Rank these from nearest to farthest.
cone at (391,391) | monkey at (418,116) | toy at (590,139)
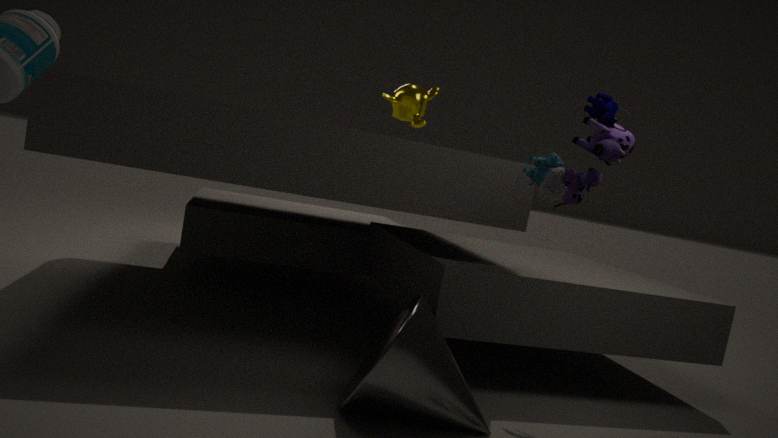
cone at (391,391)
toy at (590,139)
monkey at (418,116)
